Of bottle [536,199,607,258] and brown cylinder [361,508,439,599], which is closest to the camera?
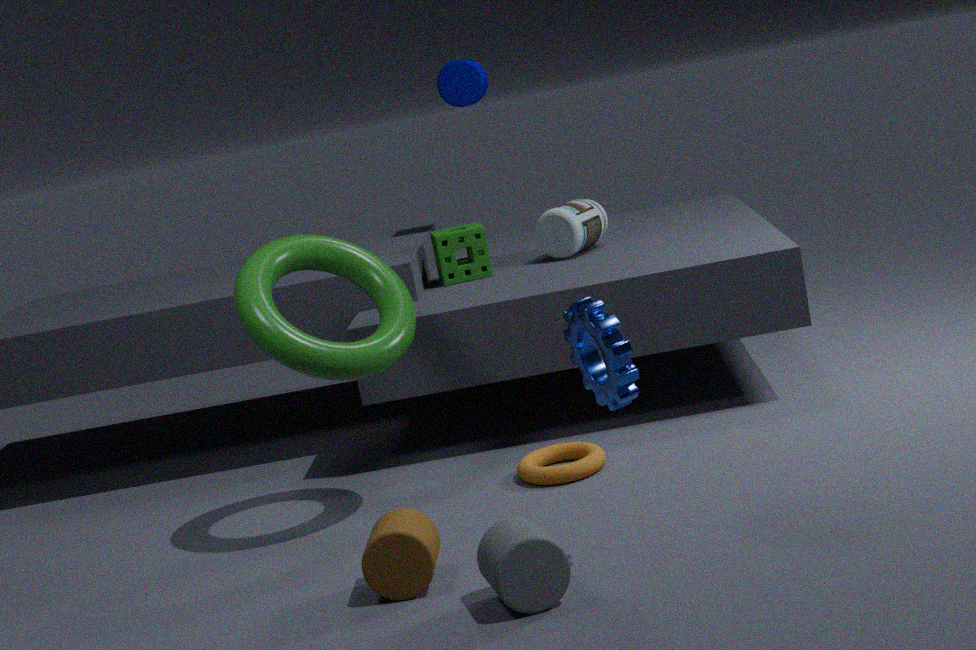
brown cylinder [361,508,439,599]
